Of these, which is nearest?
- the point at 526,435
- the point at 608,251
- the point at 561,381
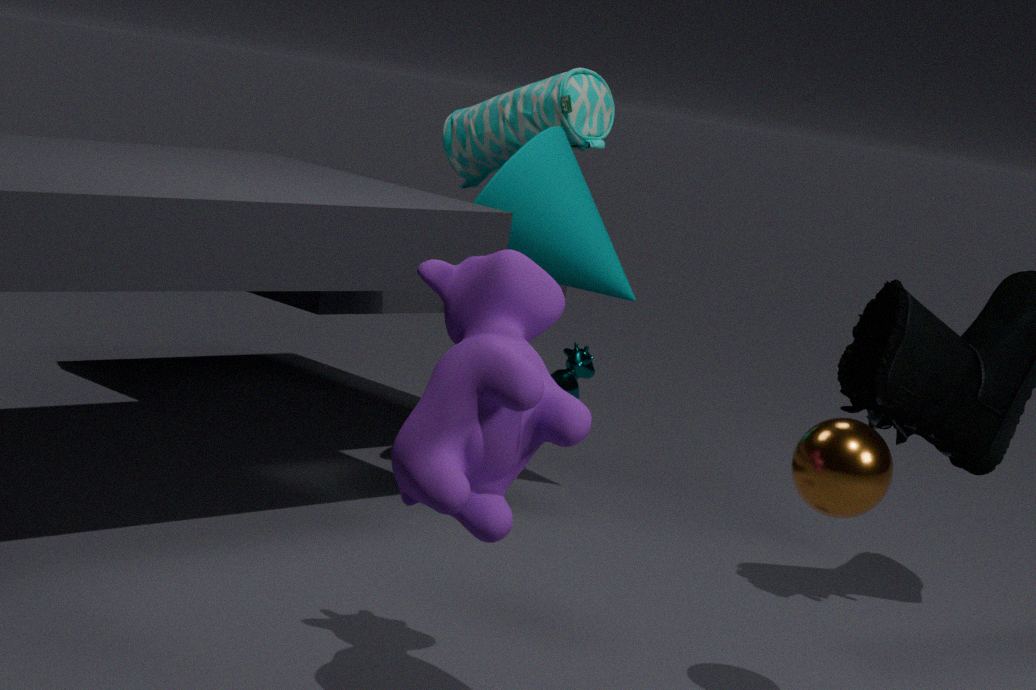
the point at 526,435
